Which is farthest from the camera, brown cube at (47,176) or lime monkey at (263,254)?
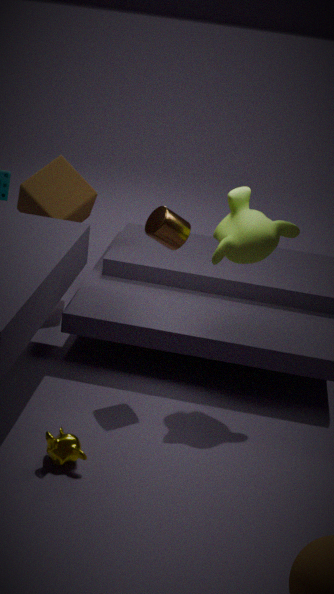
brown cube at (47,176)
